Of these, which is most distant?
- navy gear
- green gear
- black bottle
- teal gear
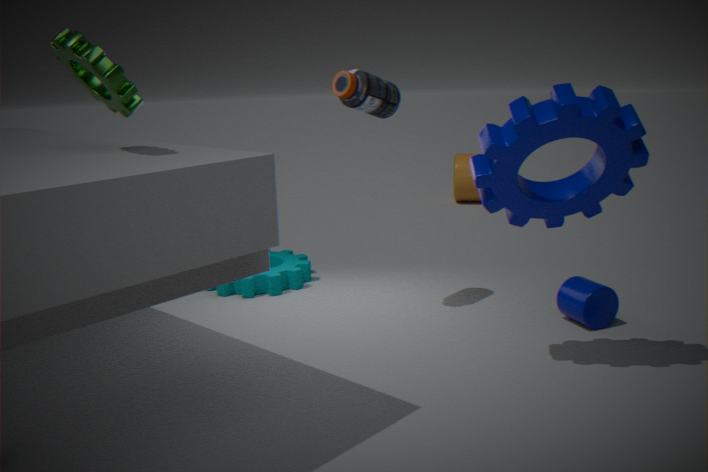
teal gear
